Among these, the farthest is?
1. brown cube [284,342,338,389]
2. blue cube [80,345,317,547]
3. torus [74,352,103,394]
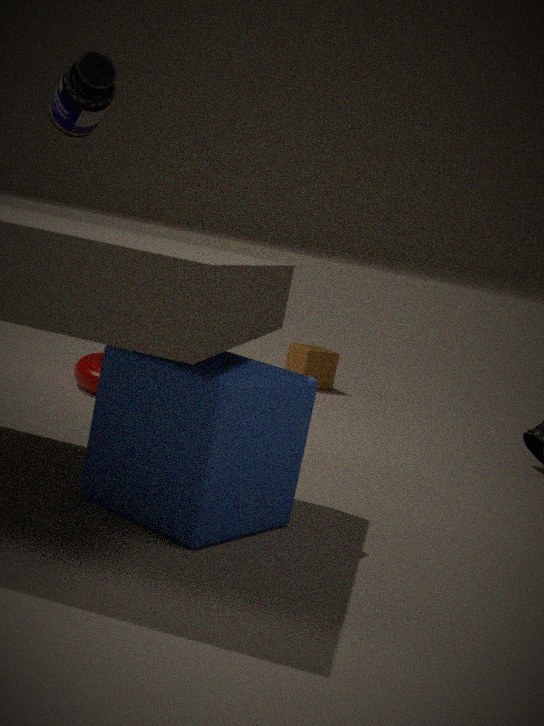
brown cube [284,342,338,389]
